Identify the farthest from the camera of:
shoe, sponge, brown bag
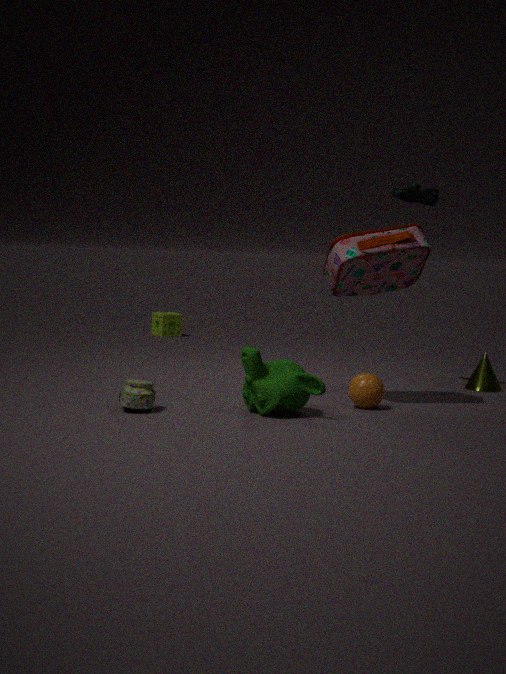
sponge
